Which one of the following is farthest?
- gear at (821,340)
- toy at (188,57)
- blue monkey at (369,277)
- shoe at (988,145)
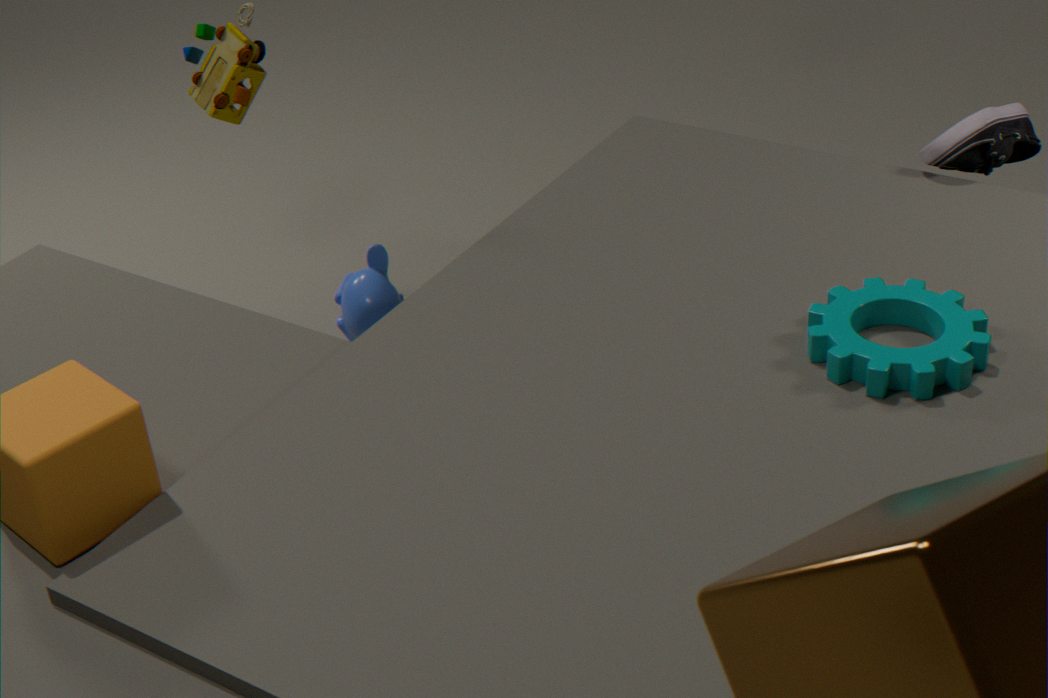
blue monkey at (369,277)
